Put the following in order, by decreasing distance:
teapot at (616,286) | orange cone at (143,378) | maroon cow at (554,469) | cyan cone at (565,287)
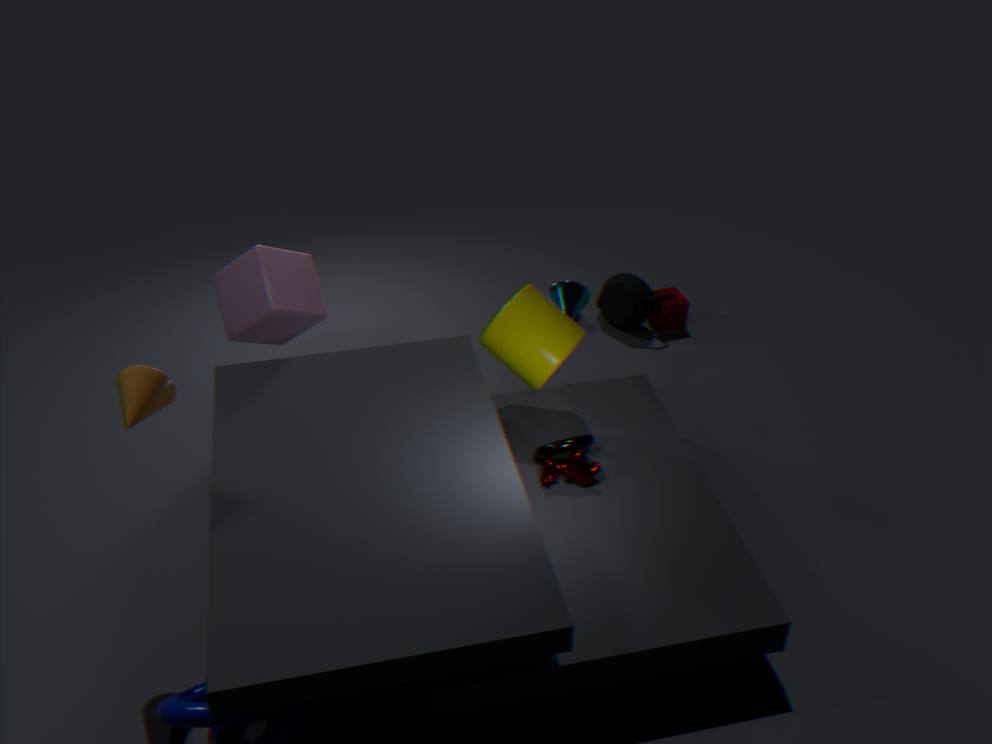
1. teapot at (616,286)
2. cyan cone at (565,287)
3. maroon cow at (554,469)
4. orange cone at (143,378)
